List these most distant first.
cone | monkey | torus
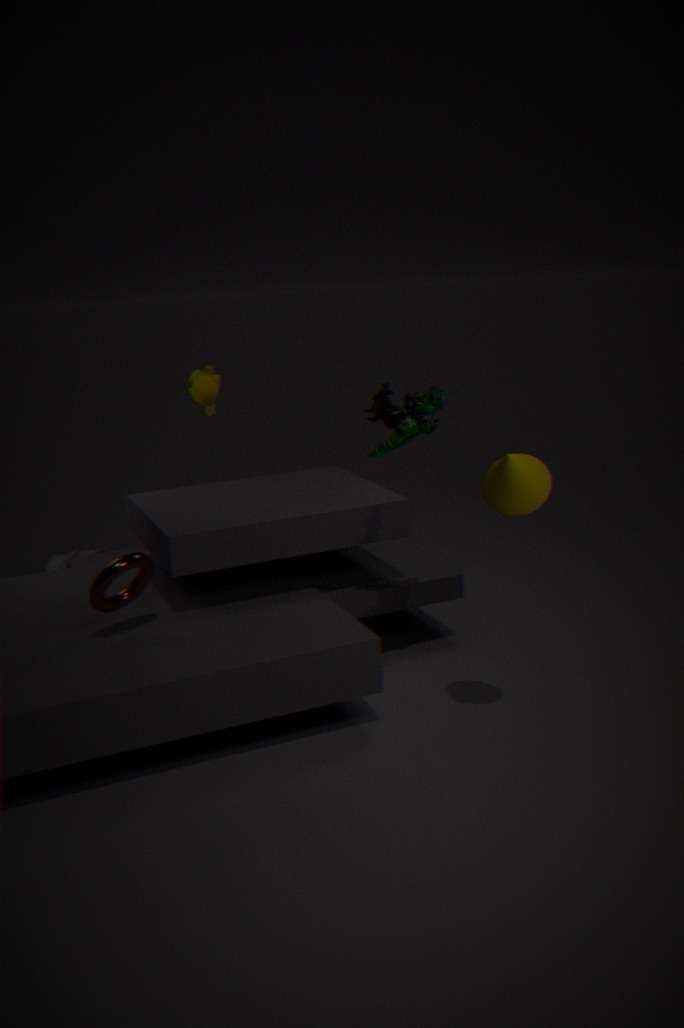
monkey, torus, cone
